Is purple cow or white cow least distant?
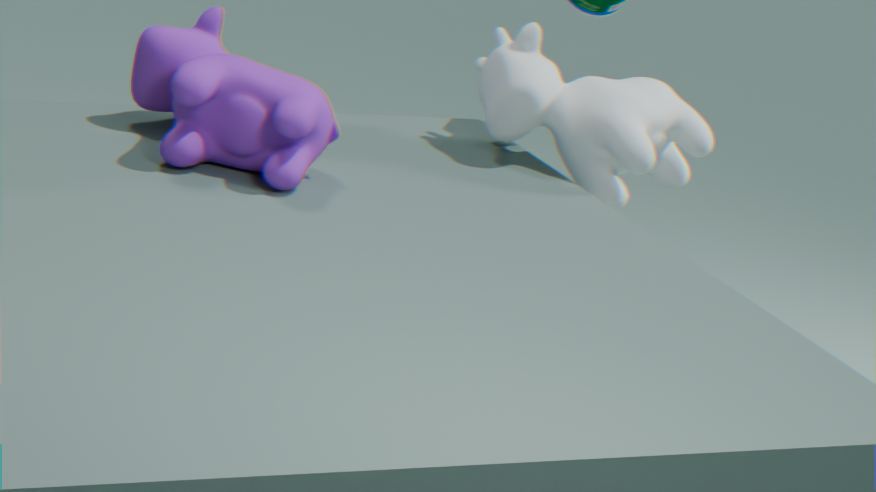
purple cow
